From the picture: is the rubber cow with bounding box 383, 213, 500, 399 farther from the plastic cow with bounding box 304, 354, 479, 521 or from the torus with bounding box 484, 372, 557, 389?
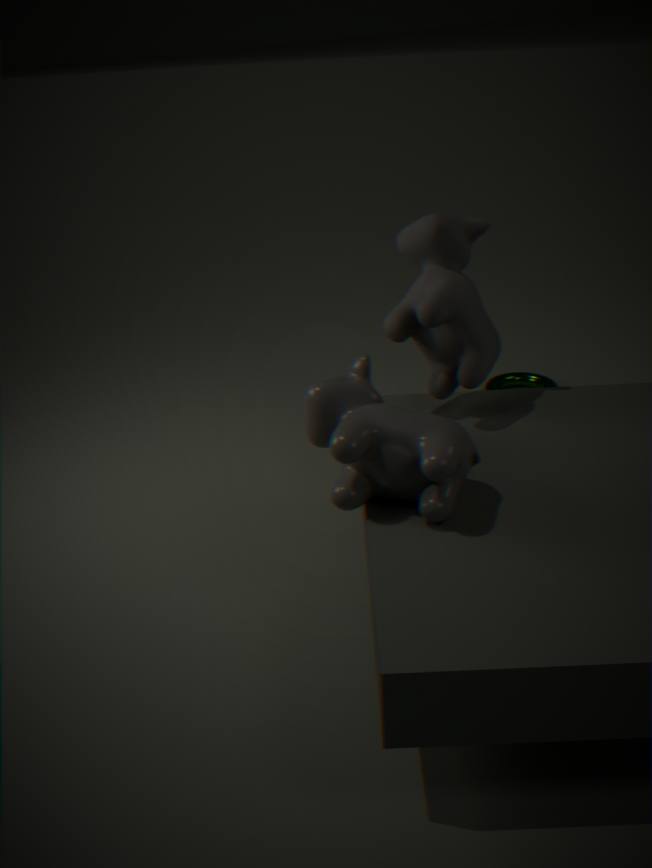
the torus with bounding box 484, 372, 557, 389
